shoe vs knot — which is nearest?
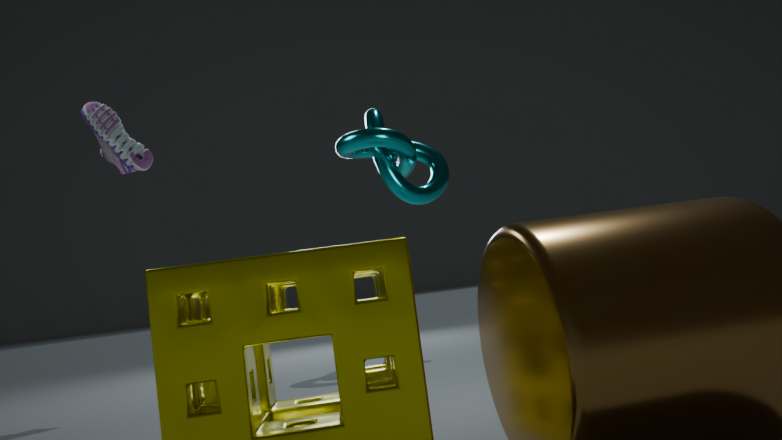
shoe
